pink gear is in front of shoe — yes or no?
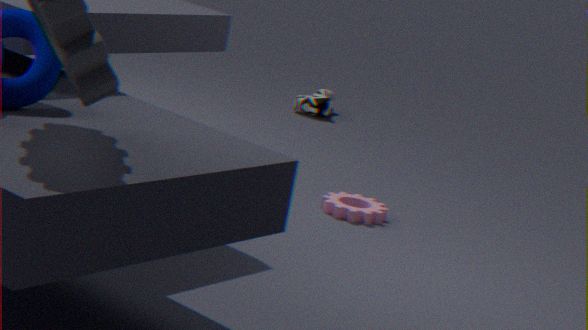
Yes
